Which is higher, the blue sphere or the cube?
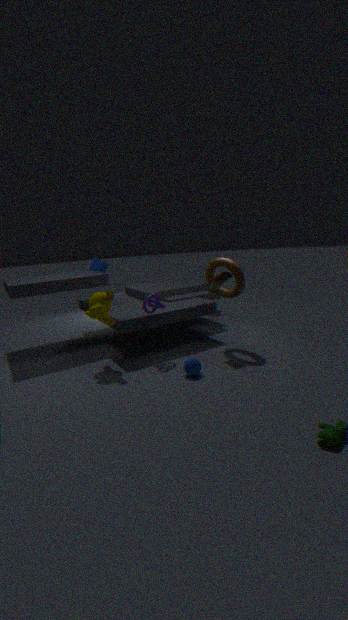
the cube
